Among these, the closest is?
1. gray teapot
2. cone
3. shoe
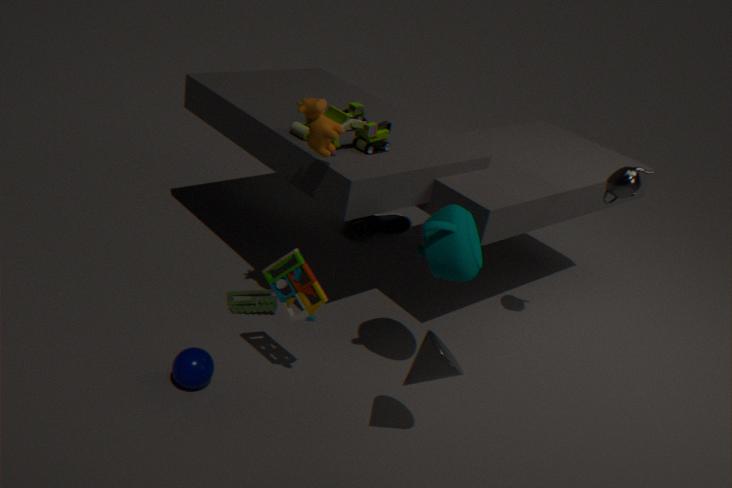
cone
